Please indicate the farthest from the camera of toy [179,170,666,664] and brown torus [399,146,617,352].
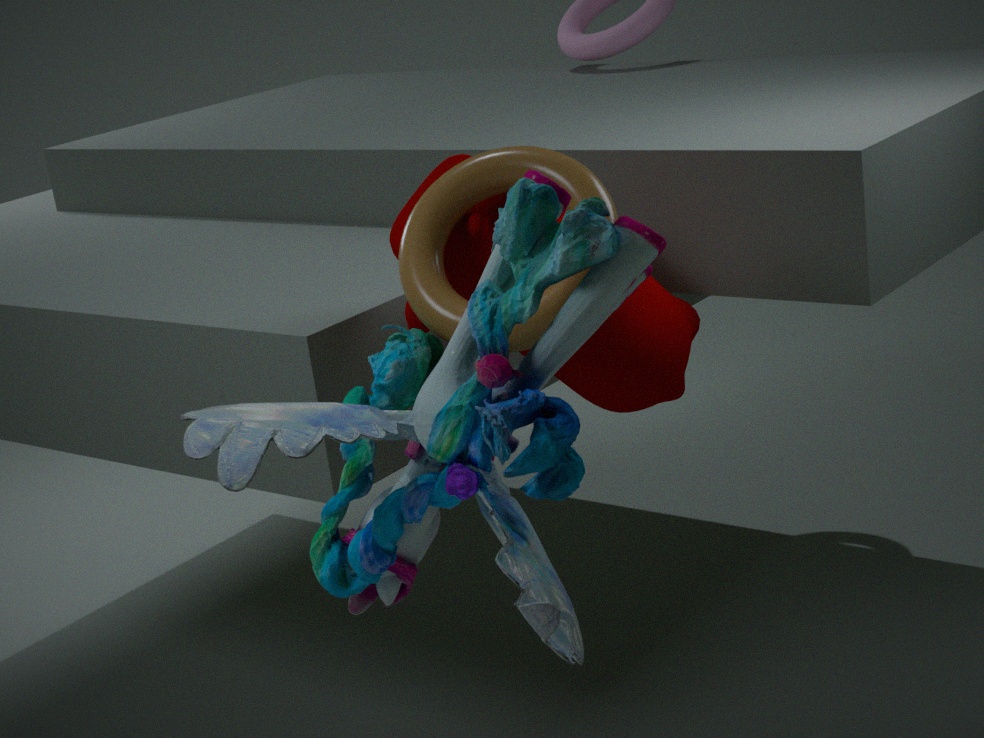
brown torus [399,146,617,352]
